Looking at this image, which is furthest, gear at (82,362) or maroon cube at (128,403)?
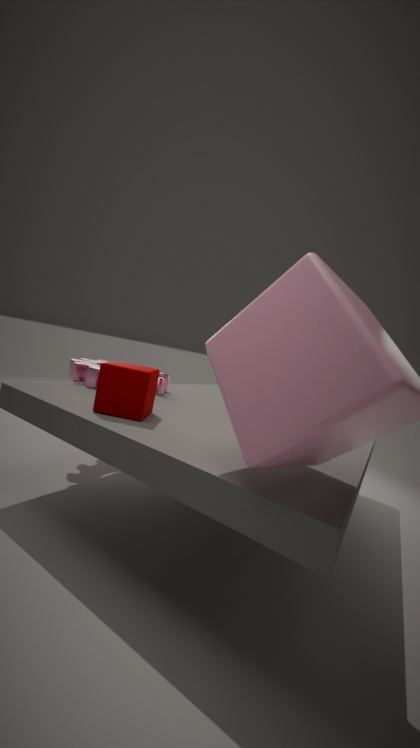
gear at (82,362)
